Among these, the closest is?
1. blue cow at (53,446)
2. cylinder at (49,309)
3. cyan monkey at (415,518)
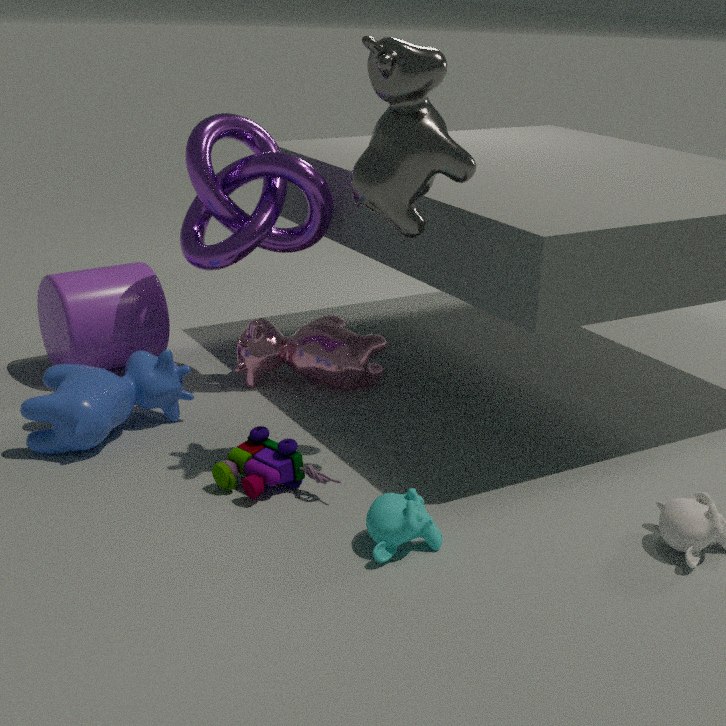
cyan monkey at (415,518)
